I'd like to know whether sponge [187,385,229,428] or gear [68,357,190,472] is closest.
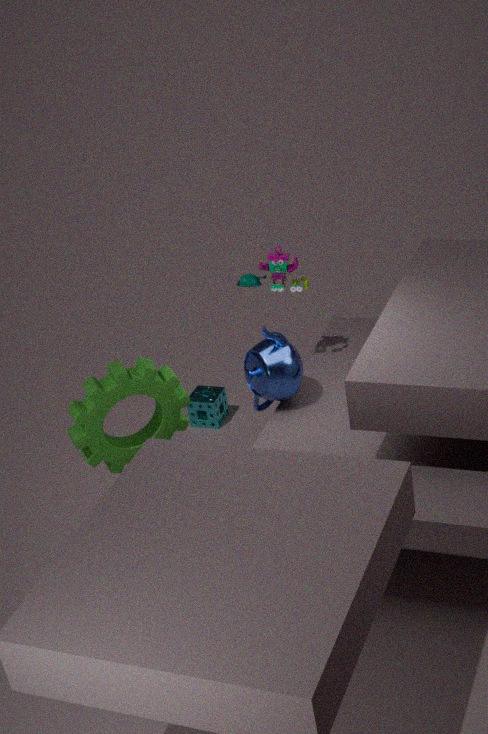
gear [68,357,190,472]
